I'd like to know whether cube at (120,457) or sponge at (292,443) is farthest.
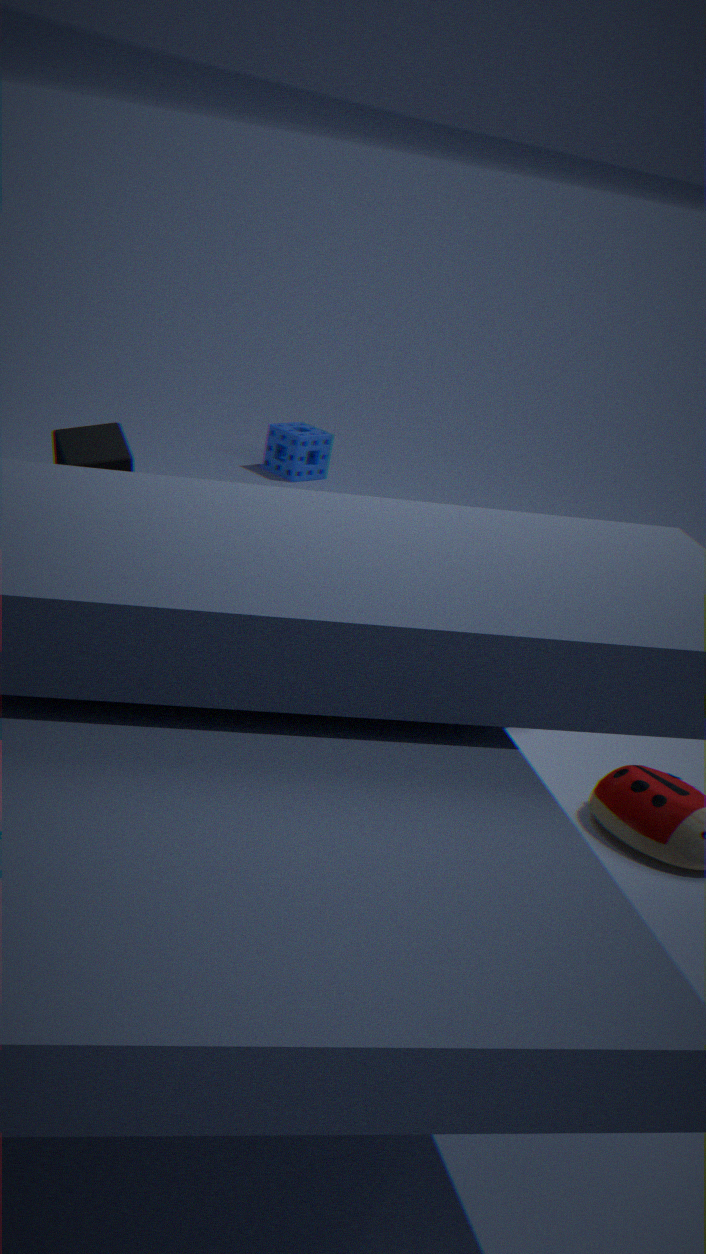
sponge at (292,443)
